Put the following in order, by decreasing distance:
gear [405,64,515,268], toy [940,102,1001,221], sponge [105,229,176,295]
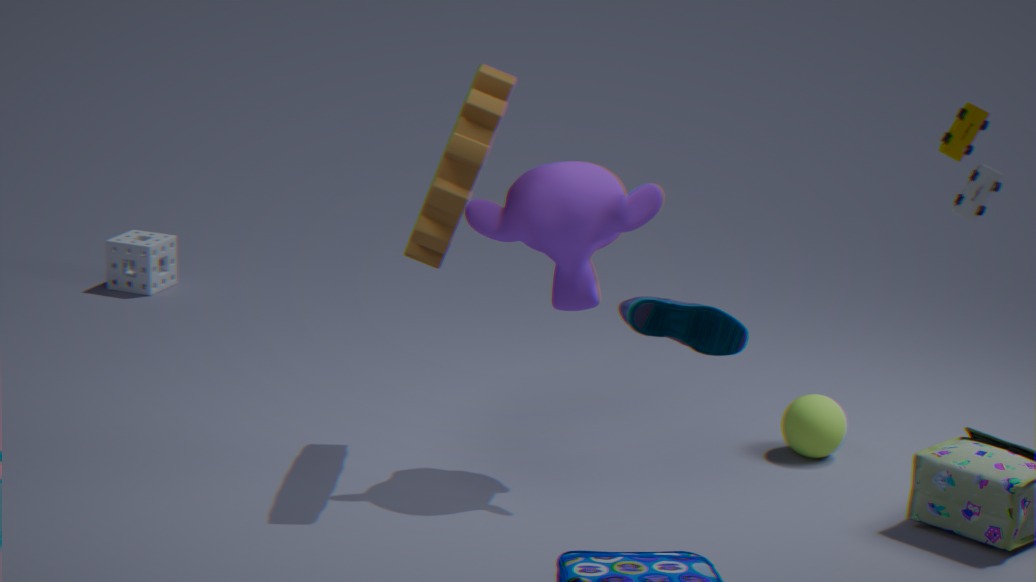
Result: sponge [105,229,176,295], gear [405,64,515,268], toy [940,102,1001,221]
